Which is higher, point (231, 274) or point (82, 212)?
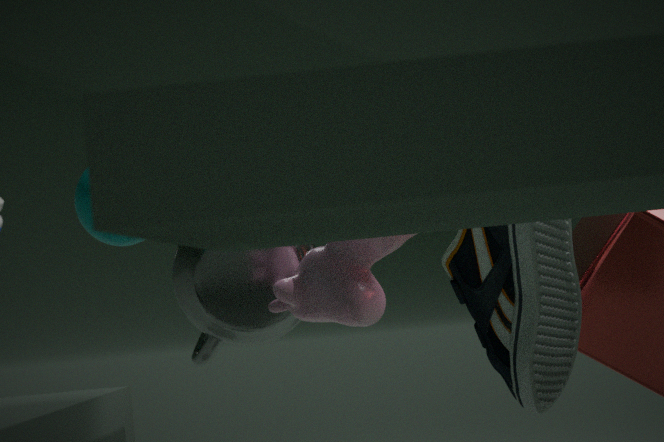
point (82, 212)
